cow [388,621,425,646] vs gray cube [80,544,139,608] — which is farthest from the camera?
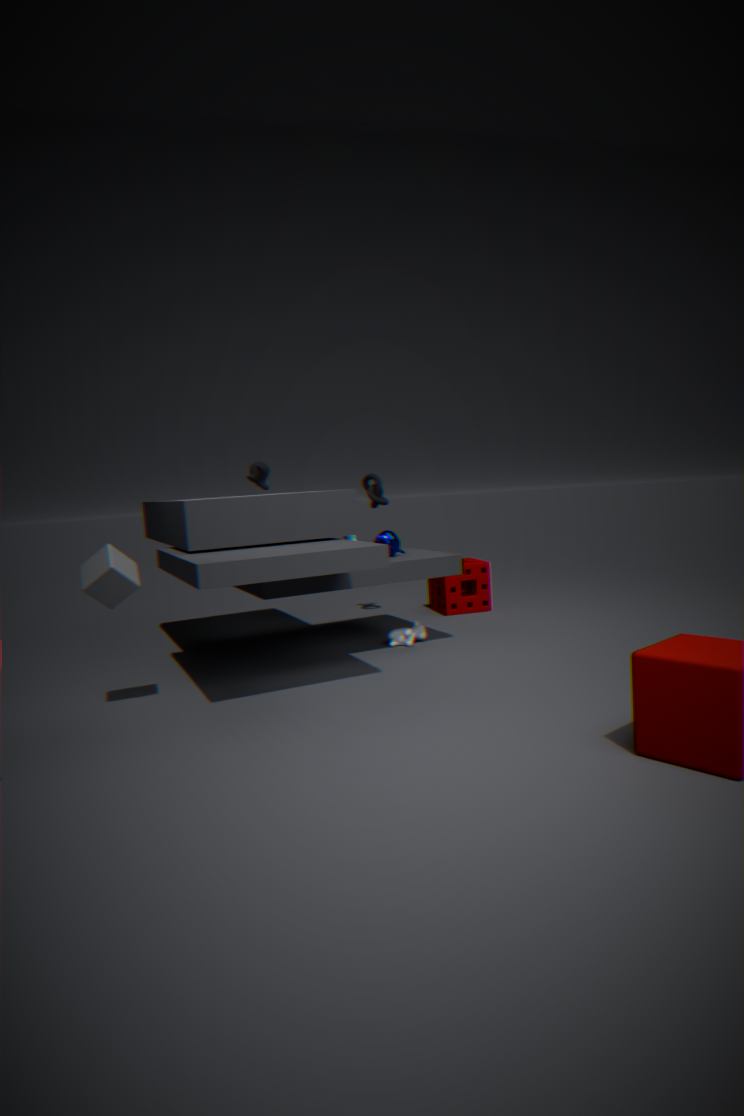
cow [388,621,425,646]
